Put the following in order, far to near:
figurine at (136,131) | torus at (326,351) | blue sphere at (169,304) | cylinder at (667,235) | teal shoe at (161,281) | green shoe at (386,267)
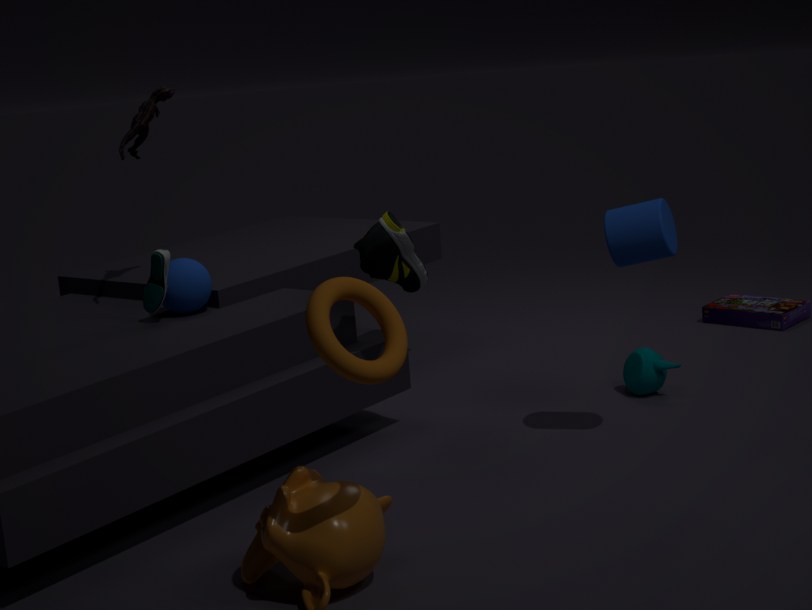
figurine at (136,131) < blue sphere at (169,304) < teal shoe at (161,281) < green shoe at (386,267) < cylinder at (667,235) < torus at (326,351)
